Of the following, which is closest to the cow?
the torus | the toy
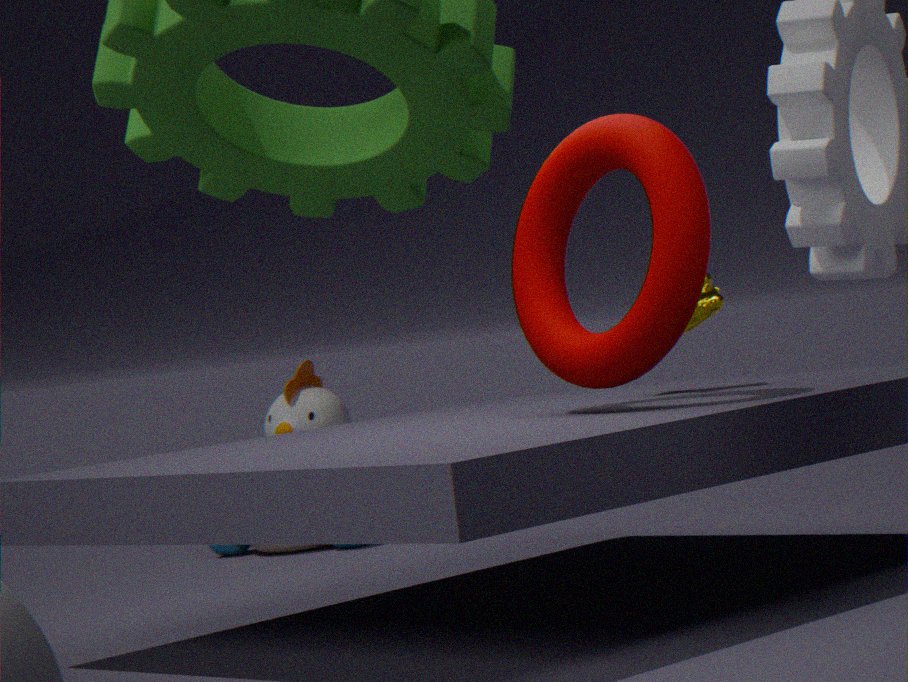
the torus
